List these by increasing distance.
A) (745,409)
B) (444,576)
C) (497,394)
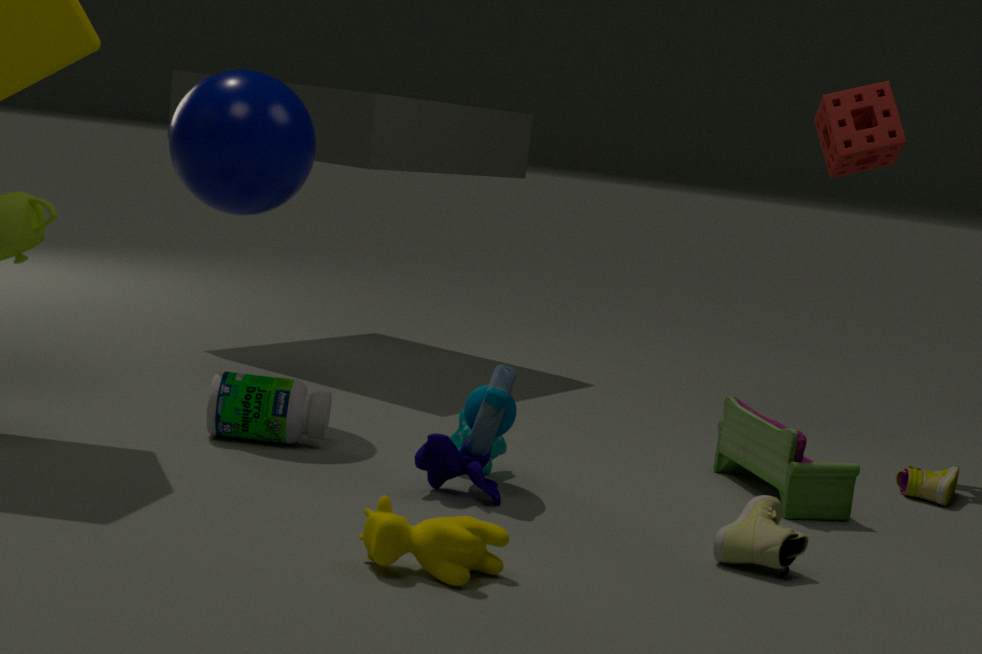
1. (444,576)
2. (497,394)
3. (745,409)
